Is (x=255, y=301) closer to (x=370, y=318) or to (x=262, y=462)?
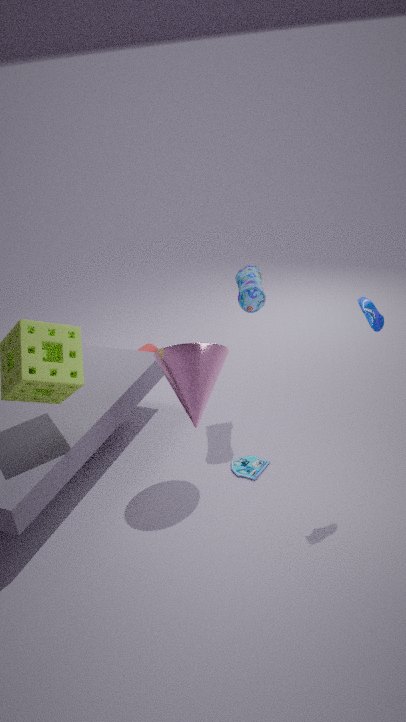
(x=370, y=318)
